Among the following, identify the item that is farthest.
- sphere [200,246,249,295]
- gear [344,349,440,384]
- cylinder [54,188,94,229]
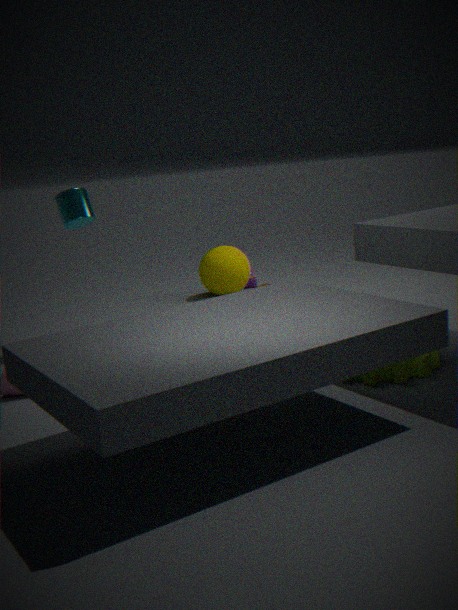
sphere [200,246,249,295]
